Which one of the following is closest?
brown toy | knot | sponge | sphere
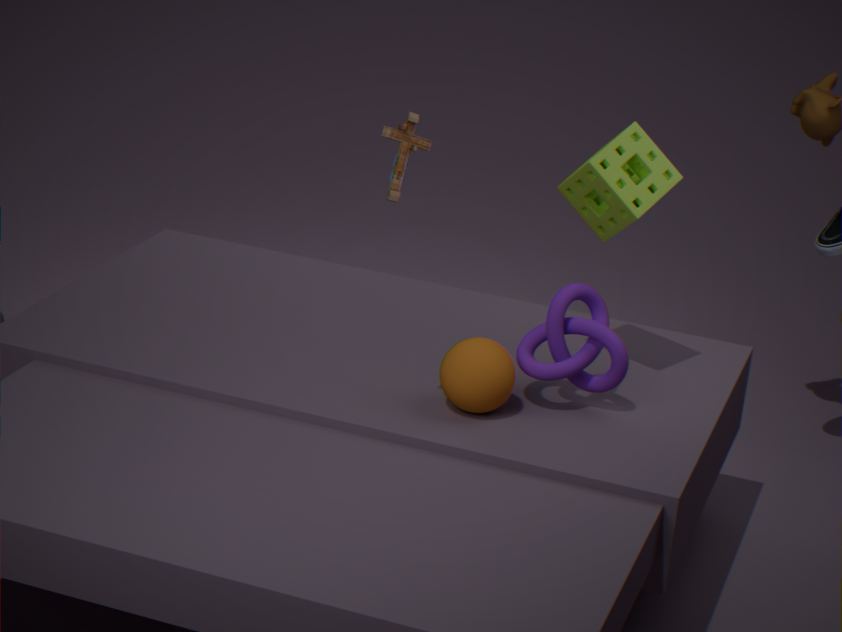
brown toy
